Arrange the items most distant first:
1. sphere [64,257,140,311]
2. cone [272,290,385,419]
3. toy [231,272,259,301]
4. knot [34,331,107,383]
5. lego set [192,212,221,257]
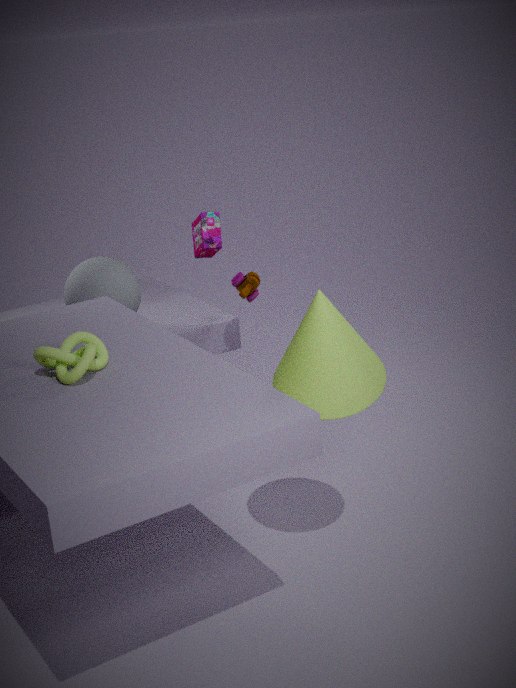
1. lego set [192,212,221,257]
2. sphere [64,257,140,311]
3. toy [231,272,259,301]
4. cone [272,290,385,419]
5. knot [34,331,107,383]
